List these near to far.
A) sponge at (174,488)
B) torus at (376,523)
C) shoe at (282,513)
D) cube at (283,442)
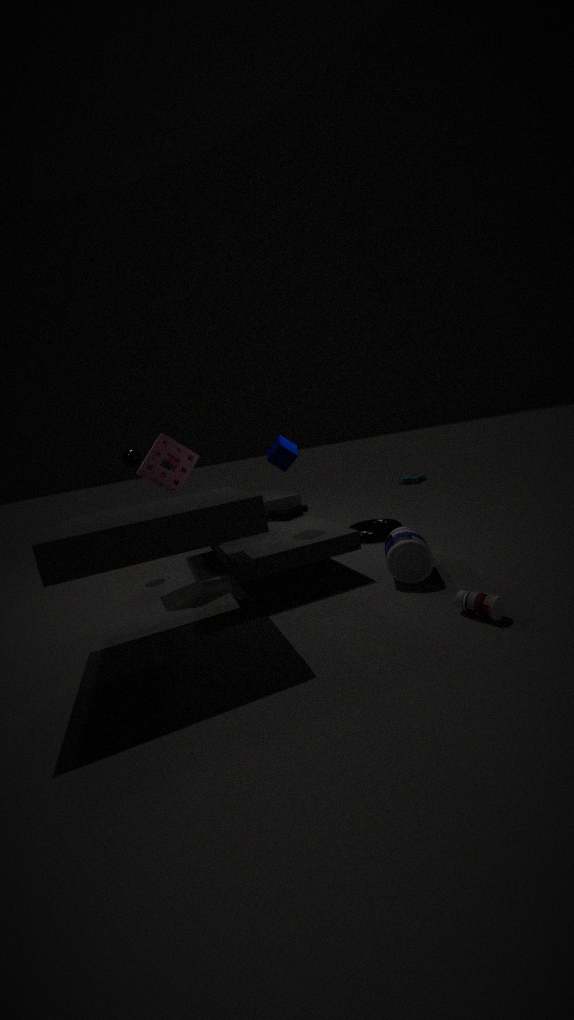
D. cube at (283,442) → A. sponge at (174,488) → B. torus at (376,523) → C. shoe at (282,513)
